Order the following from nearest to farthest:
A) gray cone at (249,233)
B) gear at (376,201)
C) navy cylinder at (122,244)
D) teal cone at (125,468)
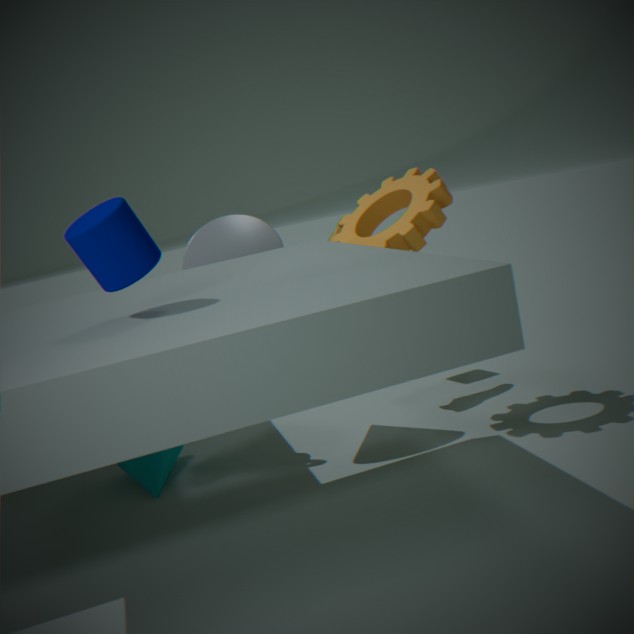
1. navy cylinder at (122,244)
2. gear at (376,201)
3. gray cone at (249,233)
4. teal cone at (125,468)
